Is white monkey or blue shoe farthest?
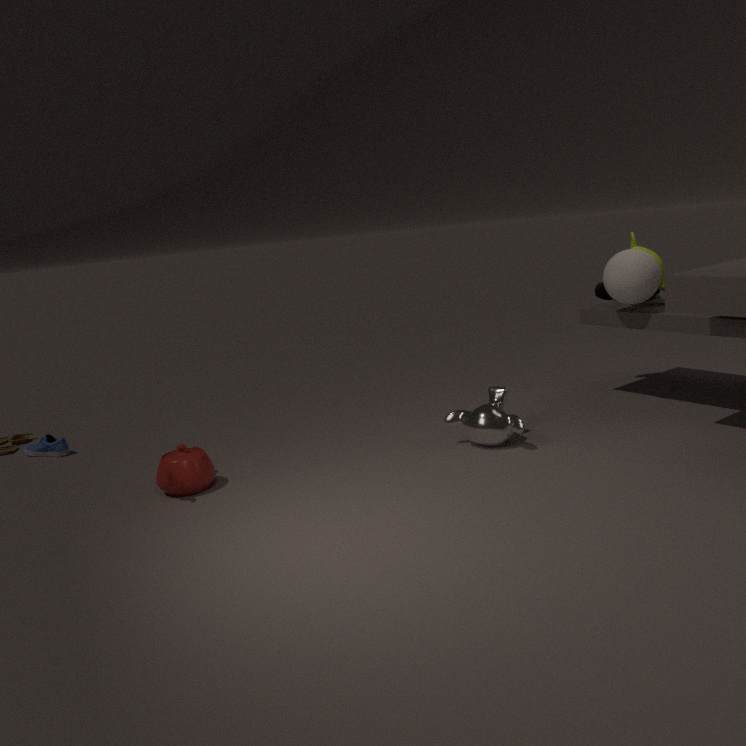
blue shoe
